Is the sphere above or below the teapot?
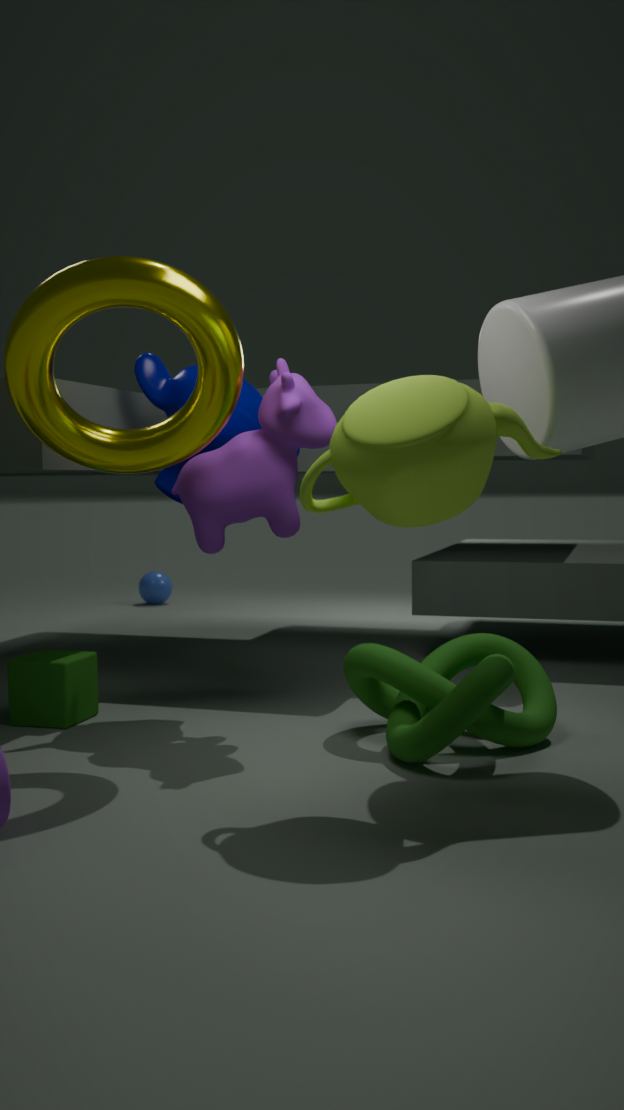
below
